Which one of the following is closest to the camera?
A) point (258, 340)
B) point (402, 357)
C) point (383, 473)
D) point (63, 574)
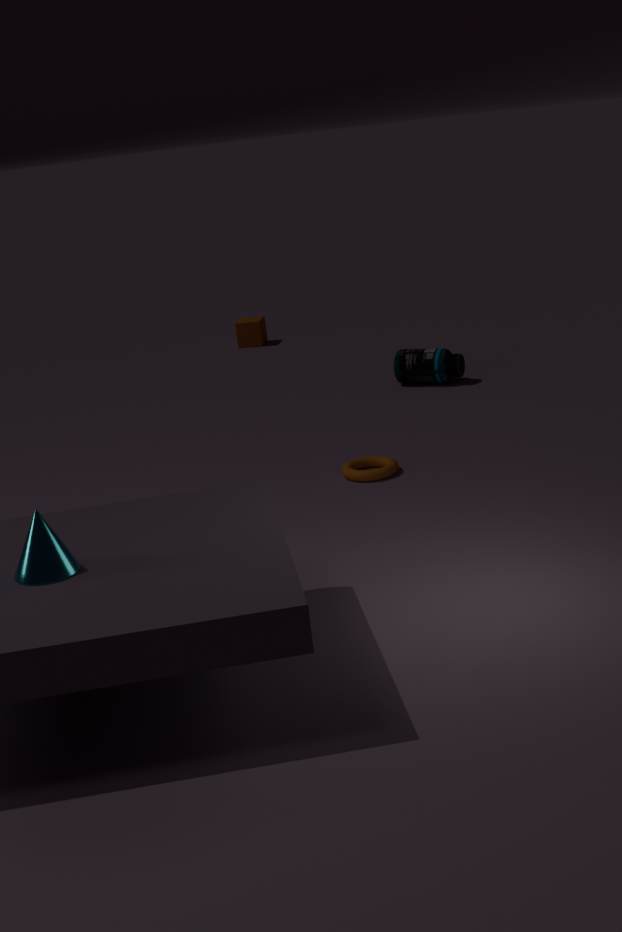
Answer: point (63, 574)
